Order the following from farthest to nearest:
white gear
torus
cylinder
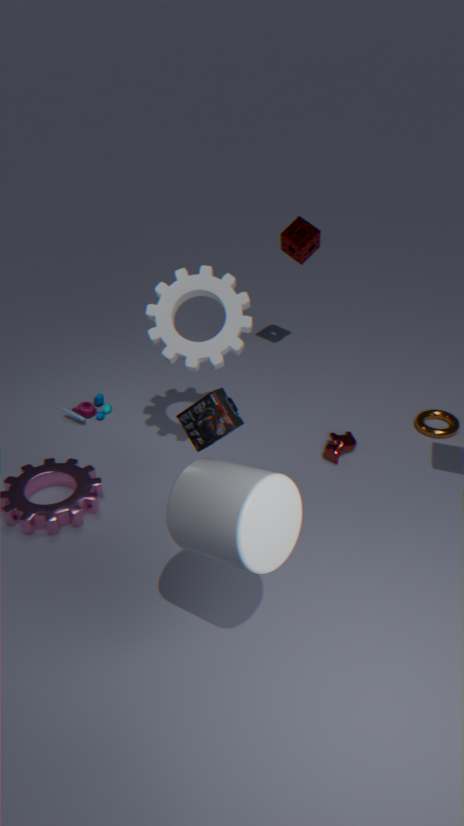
torus
white gear
cylinder
